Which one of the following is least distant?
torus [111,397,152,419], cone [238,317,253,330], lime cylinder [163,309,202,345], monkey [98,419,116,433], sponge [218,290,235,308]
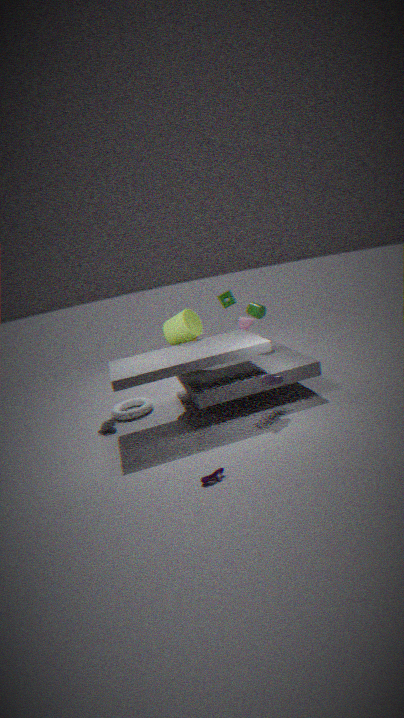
monkey [98,419,116,433]
